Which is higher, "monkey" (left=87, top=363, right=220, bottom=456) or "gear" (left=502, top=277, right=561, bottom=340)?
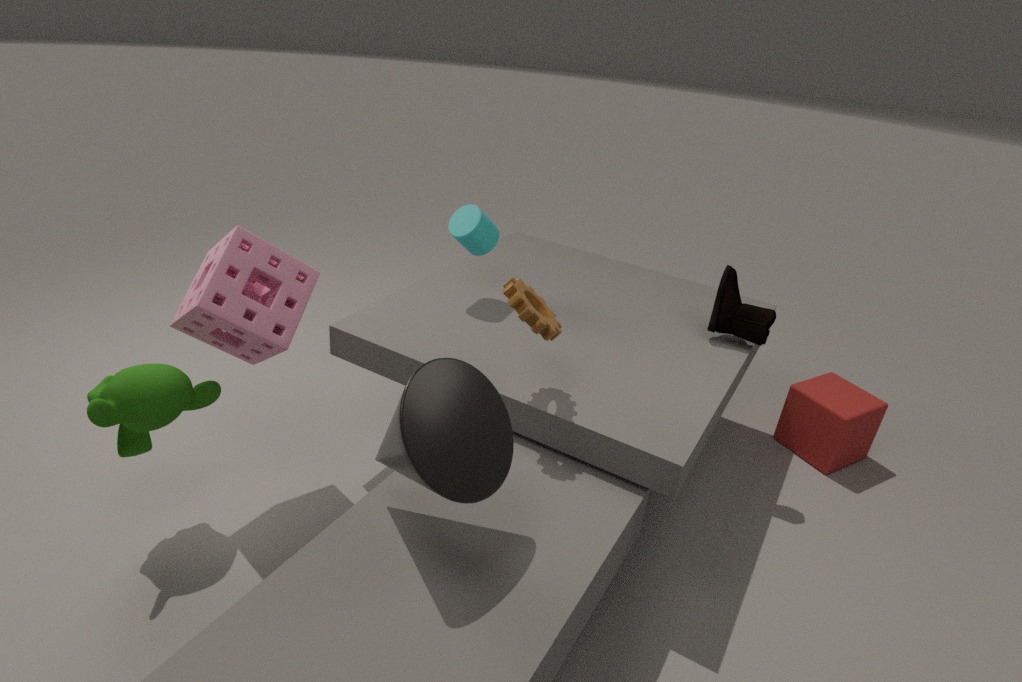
"gear" (left=502, top=277, right=561, bottom=340)
